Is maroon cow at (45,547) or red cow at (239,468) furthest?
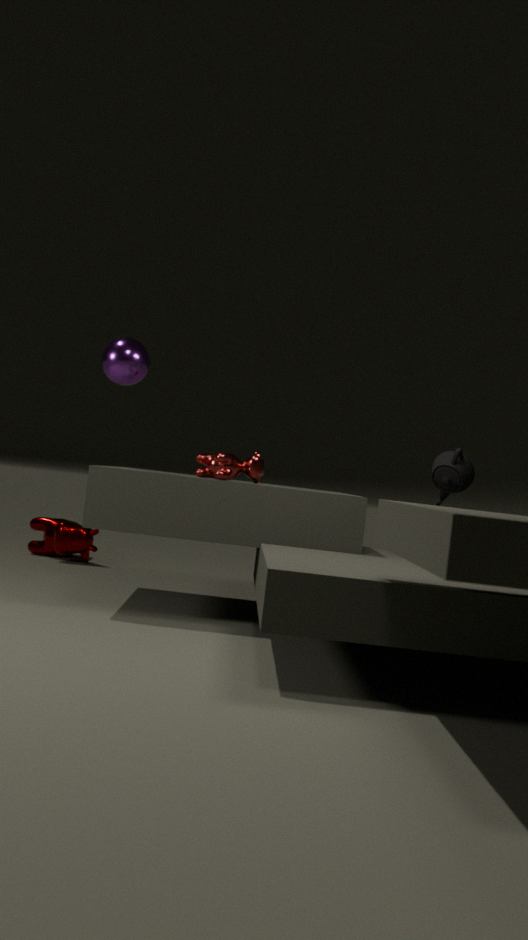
maroon cow at (45,547)
